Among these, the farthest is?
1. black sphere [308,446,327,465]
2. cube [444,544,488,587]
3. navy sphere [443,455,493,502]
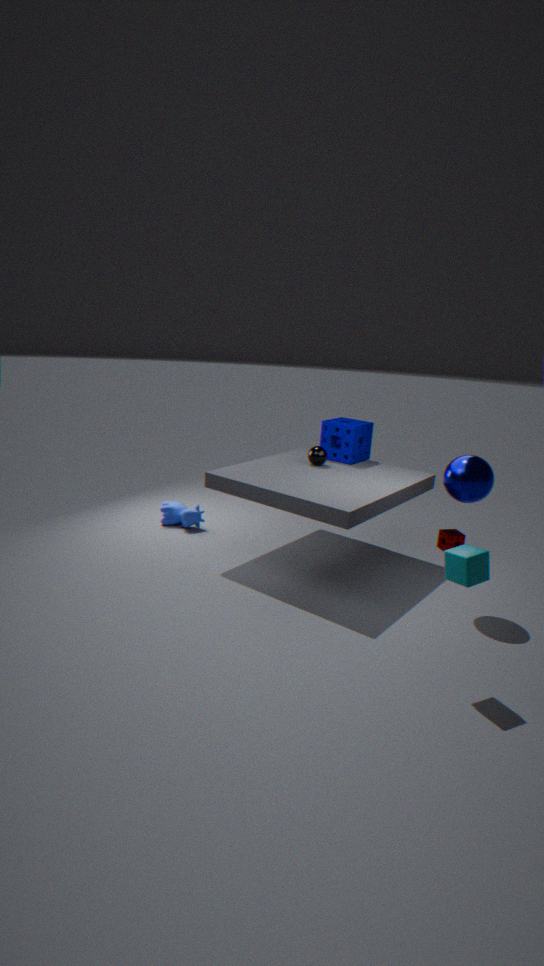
black sphere [308,446,327,465]
